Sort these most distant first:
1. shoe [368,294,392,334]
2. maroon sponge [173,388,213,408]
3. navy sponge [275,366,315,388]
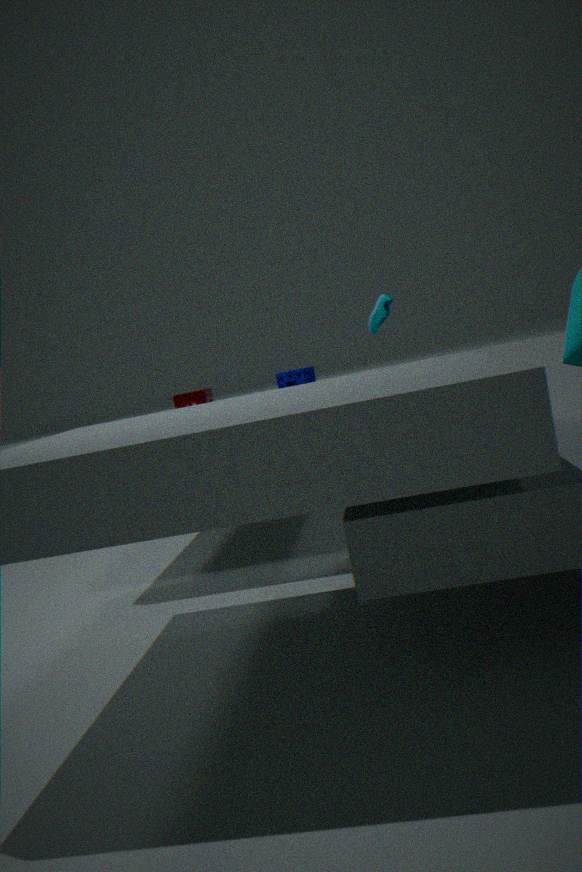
navy sponge [275,366,315,388], maroon sponge [173,388,213,408], shoe [368,294,392,334]
